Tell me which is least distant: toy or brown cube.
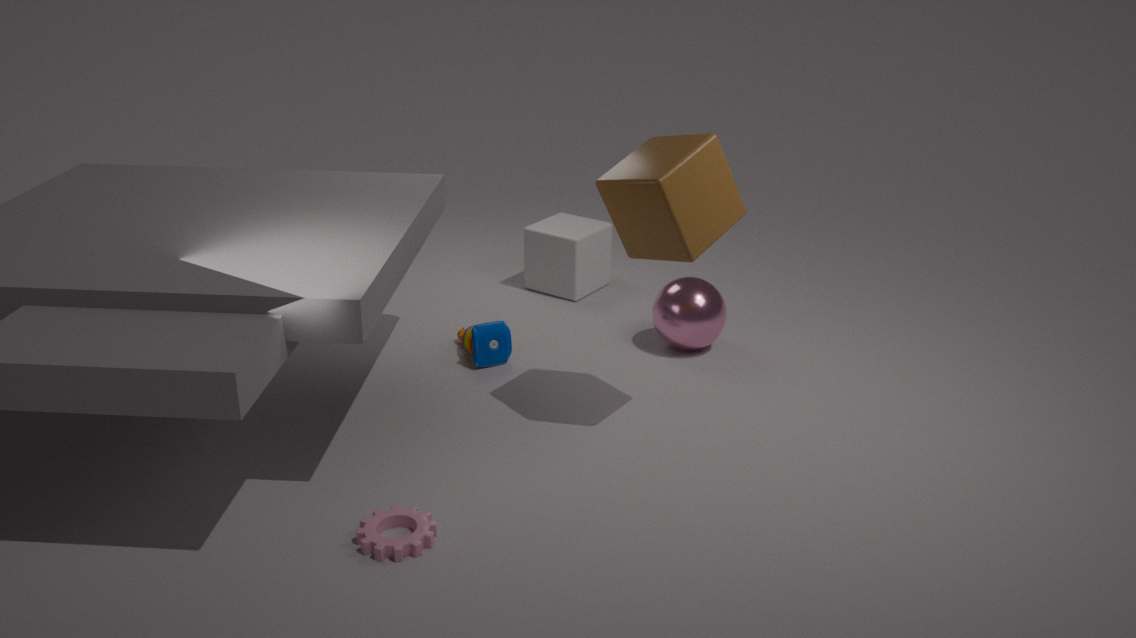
brown cube
